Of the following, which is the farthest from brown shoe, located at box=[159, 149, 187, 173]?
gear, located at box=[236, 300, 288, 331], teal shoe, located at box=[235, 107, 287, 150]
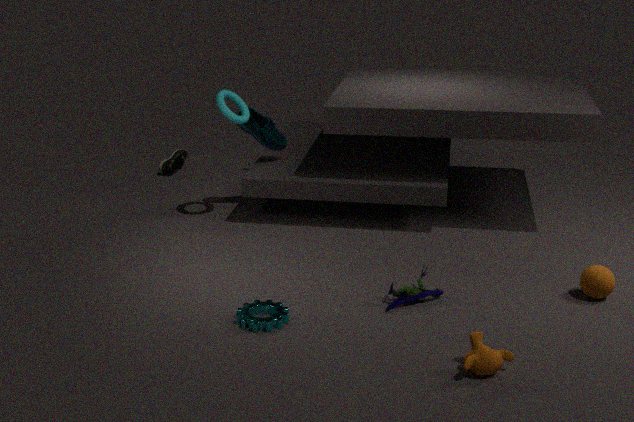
gear, located at box=[236, 300, 288, 331]
